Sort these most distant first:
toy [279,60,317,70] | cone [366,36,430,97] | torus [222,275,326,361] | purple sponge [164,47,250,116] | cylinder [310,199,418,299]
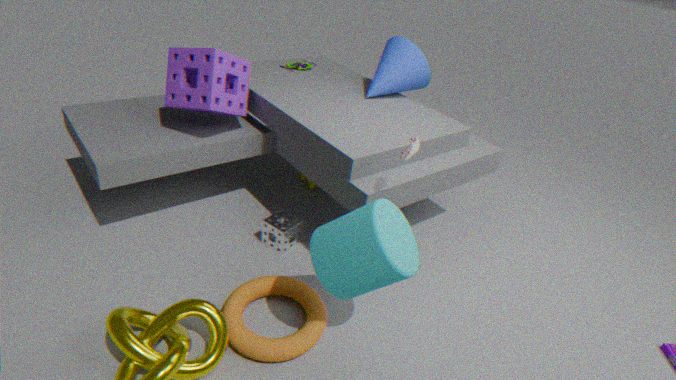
1. toy [279,60,317,70]
2. cone [366,36,430,97]
3. purple sponge [164,47,250,116]
4. torus [222,275,326,361]
5. cylinder [310,199,418,299]
